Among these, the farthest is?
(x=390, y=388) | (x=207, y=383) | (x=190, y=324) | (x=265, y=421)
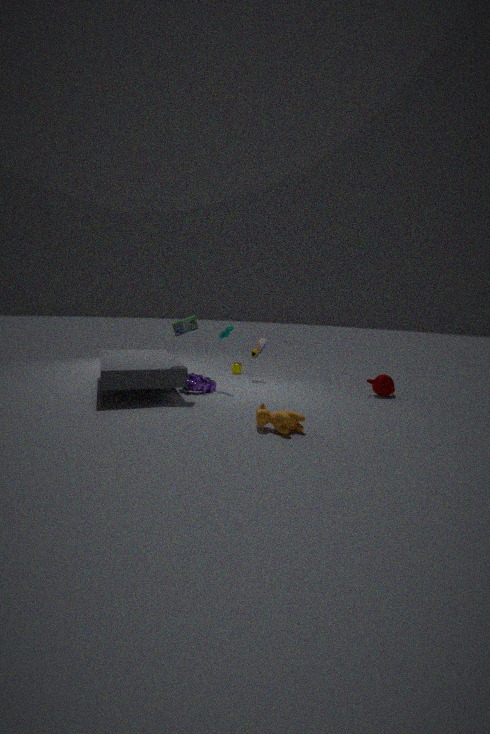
(x=390, y=388)
